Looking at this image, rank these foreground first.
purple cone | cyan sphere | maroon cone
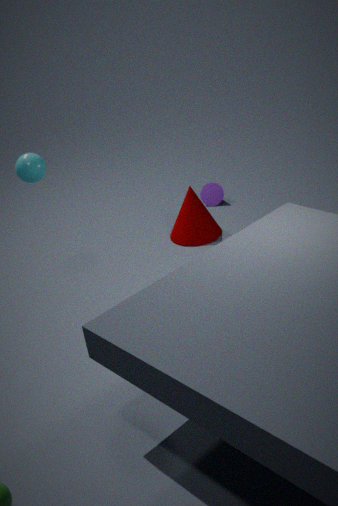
cyan sphere, maroon cone, purple cone
